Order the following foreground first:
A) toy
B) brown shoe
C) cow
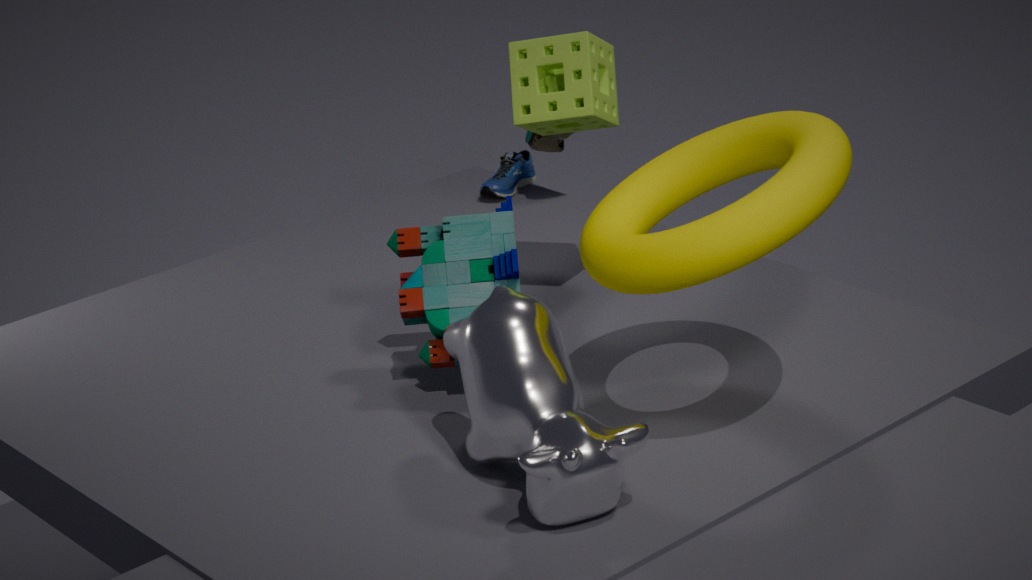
cow < toy < brown shoe
